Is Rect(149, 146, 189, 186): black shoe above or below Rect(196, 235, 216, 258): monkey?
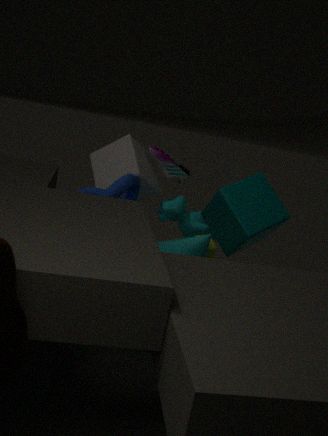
above
